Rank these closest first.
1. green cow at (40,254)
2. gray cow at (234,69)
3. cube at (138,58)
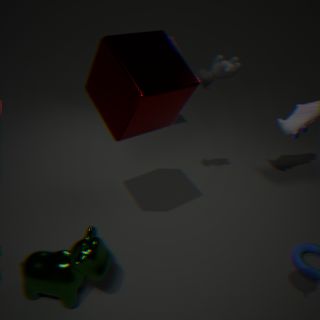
cube at (138,58) → green cow at (40,254) → gray cow at (234,69)
